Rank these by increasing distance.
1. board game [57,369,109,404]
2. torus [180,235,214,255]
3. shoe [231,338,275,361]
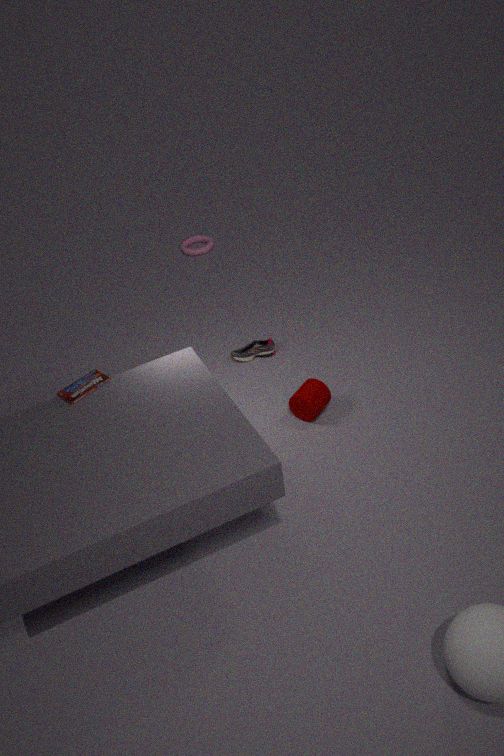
1. board game [57,369,109,404]
2. shoe [231,338,275,361]
3. torus [180,235,214,255]
